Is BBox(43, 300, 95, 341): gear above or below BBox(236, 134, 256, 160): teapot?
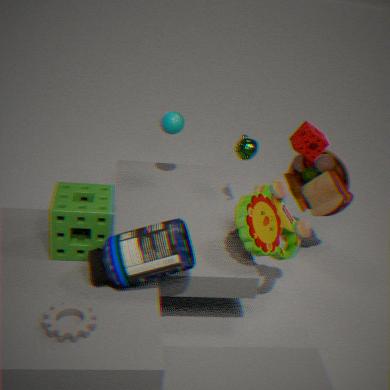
below
